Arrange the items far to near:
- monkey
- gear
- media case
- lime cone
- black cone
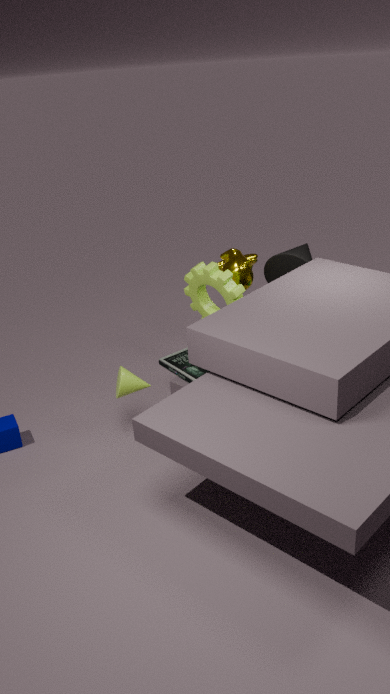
black cone, monkey, media case, gear, lime cone
